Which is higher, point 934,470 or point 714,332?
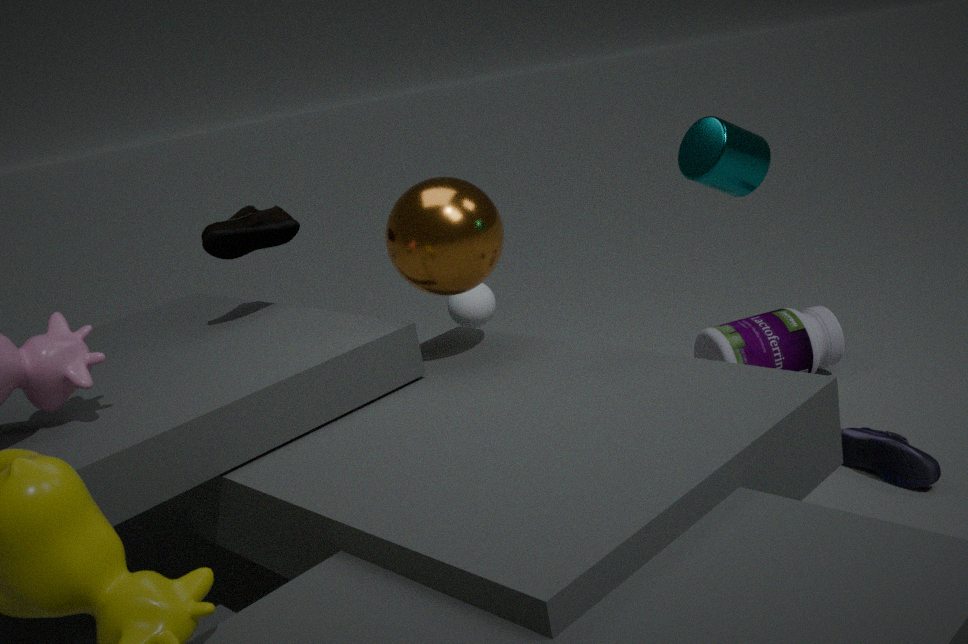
point 714,332
